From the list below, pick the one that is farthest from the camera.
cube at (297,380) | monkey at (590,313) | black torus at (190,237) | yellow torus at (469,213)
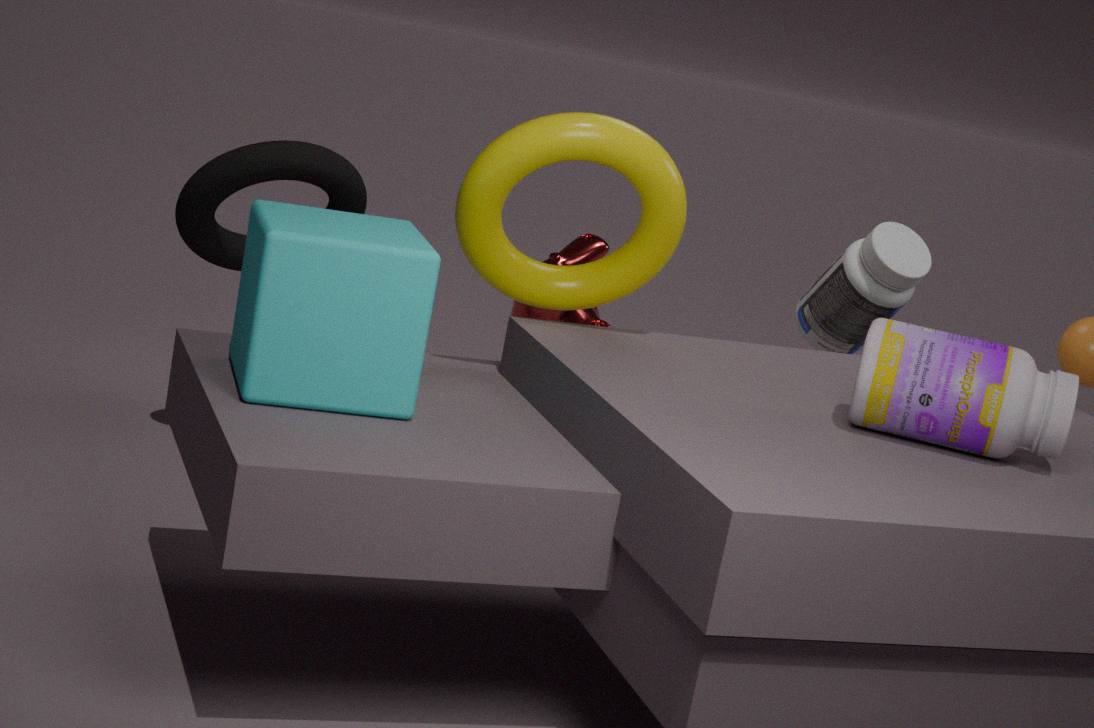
monkey at (590,313)
